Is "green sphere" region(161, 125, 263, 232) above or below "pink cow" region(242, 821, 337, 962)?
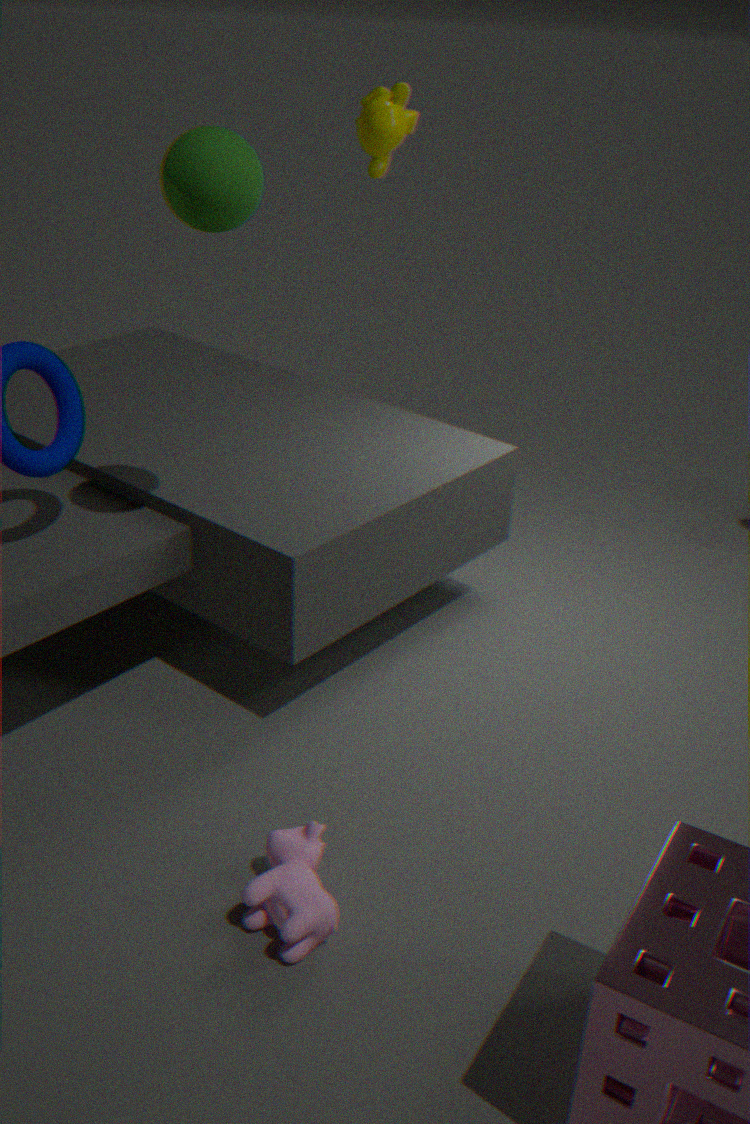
above
